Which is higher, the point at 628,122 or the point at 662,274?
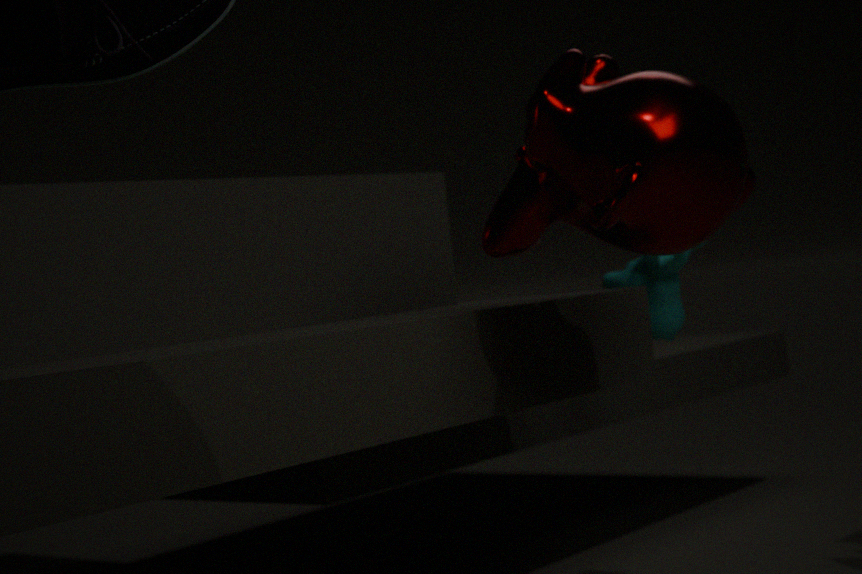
the point at 628,122
